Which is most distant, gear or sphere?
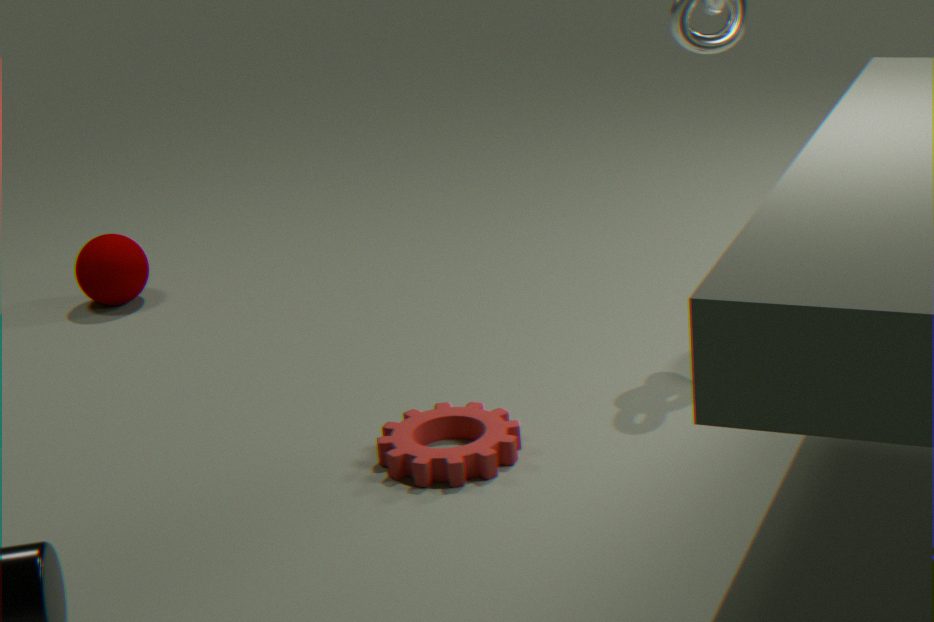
sphere
